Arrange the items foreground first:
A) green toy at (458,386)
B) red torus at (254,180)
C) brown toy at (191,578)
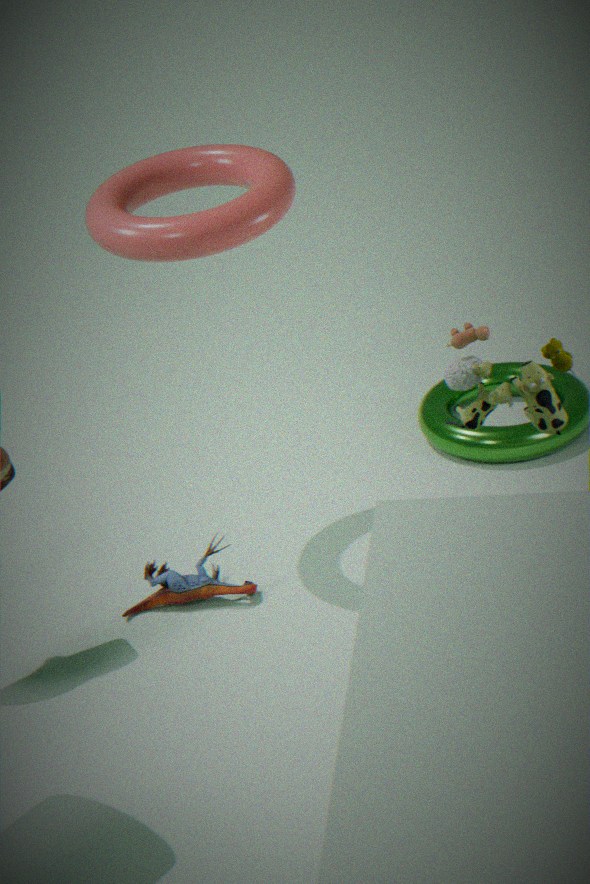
green toy at (458,386), red torus at (254,180), brown toy at (191,578)
